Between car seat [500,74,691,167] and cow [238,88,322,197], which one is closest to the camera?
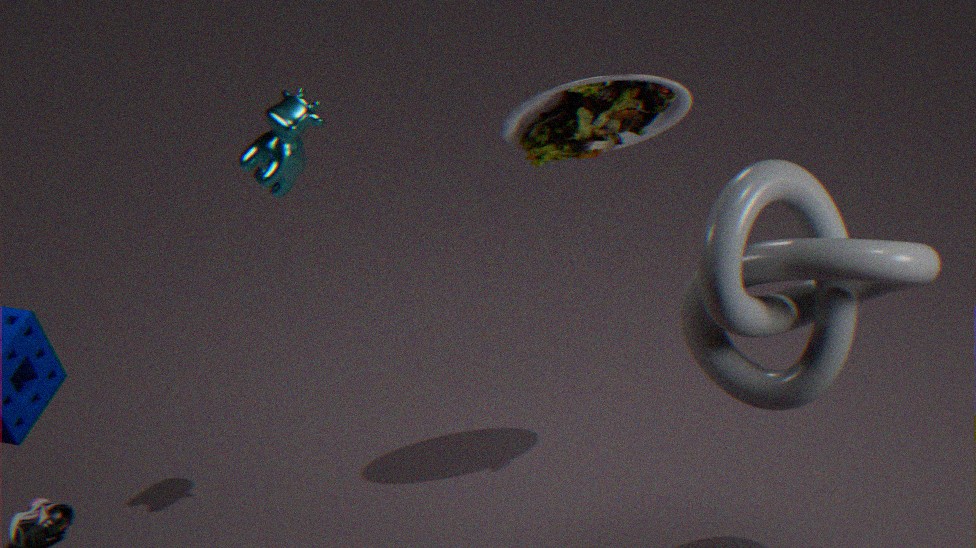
car seat [500,74,691,167]
